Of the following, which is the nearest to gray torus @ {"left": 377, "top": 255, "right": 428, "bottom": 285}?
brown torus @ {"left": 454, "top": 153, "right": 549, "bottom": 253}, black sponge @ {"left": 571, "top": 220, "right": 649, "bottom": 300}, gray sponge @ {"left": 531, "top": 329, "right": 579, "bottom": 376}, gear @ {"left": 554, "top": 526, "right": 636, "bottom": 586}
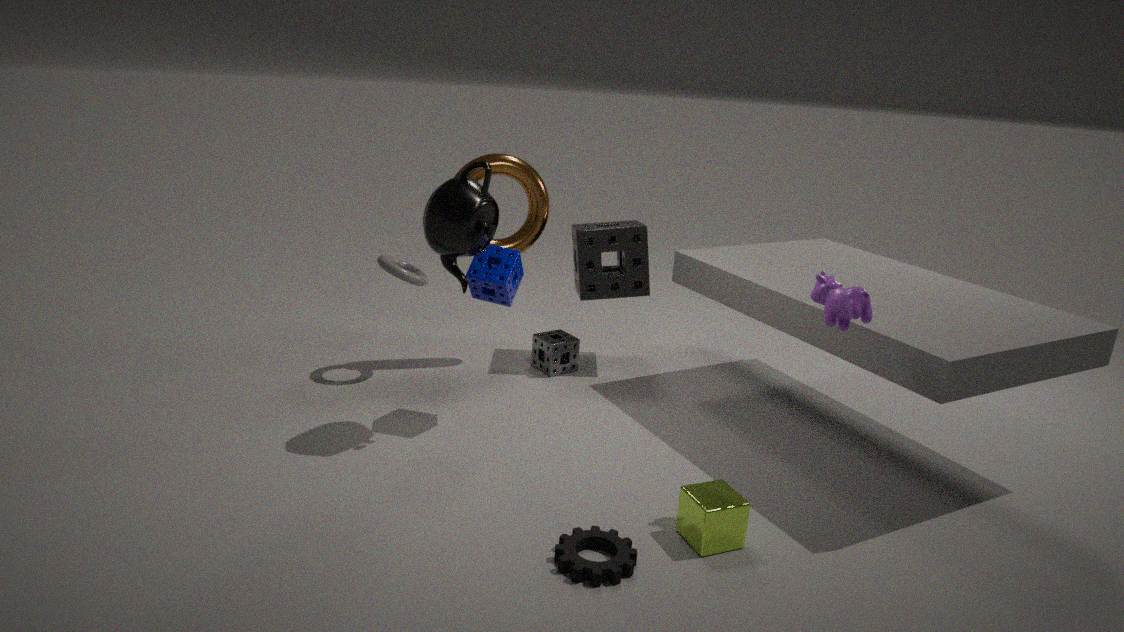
brown torus @ {"left": 454, "top": 153, "right": 549, "bottom": 253}
